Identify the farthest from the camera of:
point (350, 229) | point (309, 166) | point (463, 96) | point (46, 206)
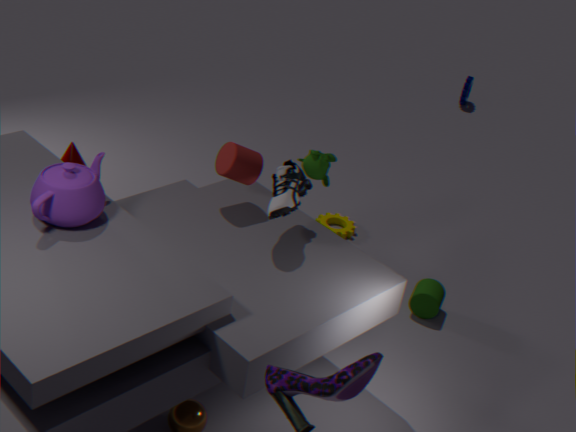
point (463, 96)
